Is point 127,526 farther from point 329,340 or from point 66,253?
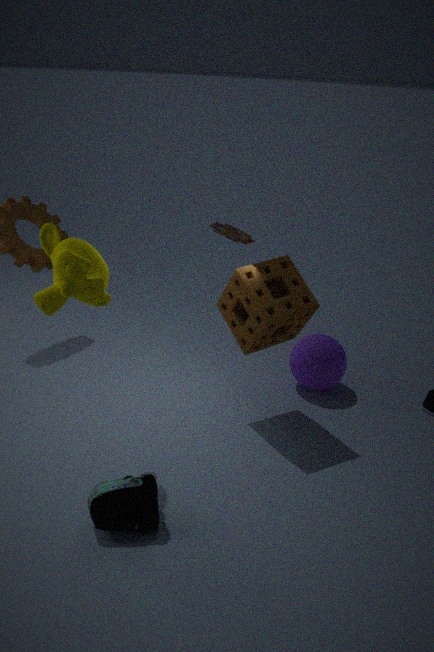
point 329,340
